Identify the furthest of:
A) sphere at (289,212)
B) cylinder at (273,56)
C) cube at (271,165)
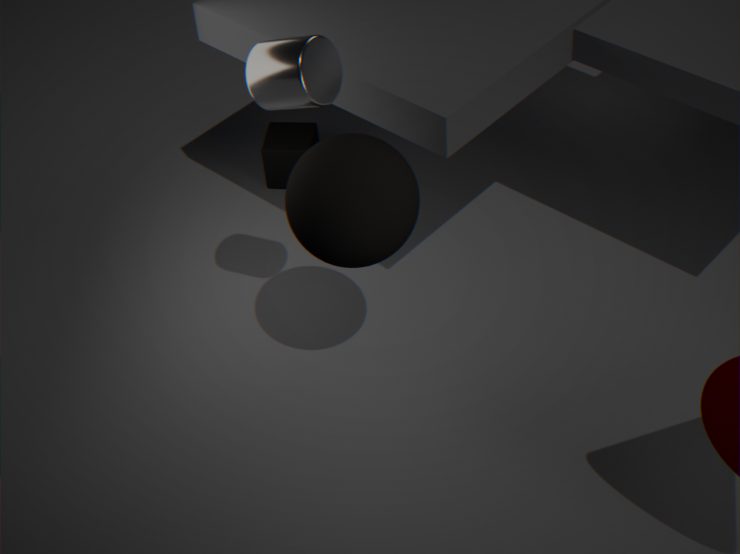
cube at (271,165)
